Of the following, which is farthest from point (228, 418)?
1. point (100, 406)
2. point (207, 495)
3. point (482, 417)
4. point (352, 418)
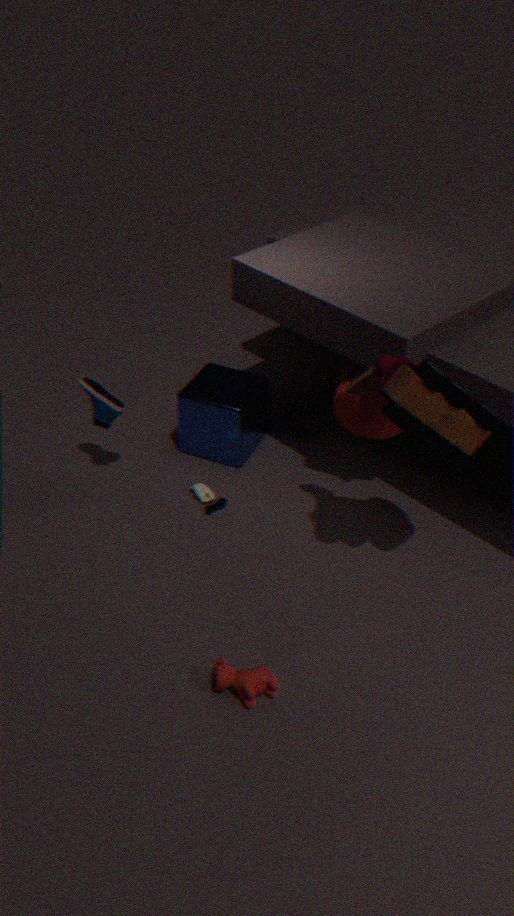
point (482, 417)
